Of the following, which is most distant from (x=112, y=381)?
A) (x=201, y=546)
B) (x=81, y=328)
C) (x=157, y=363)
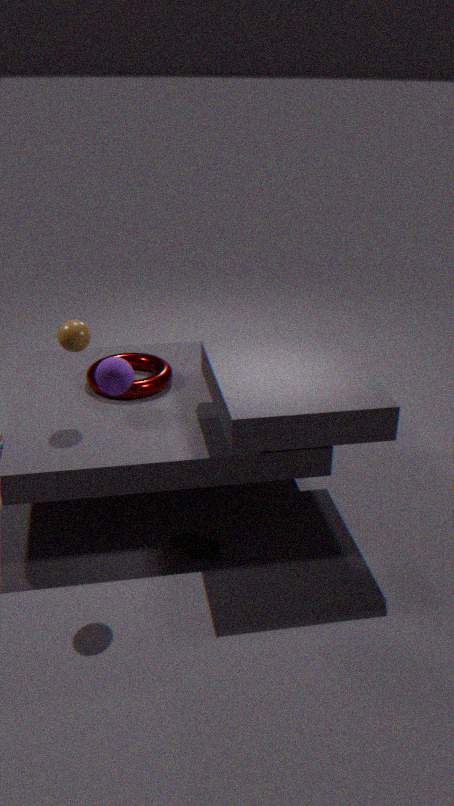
(x=157, y=363)
